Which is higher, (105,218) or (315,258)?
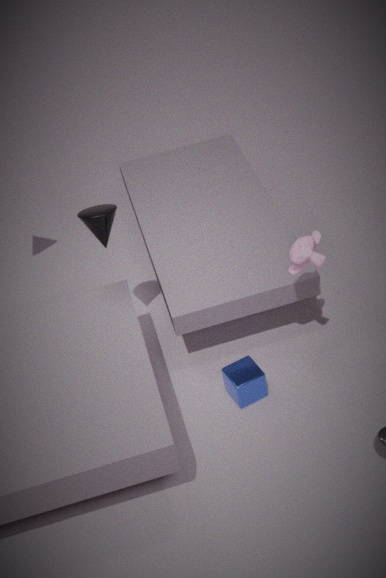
(105,218)
